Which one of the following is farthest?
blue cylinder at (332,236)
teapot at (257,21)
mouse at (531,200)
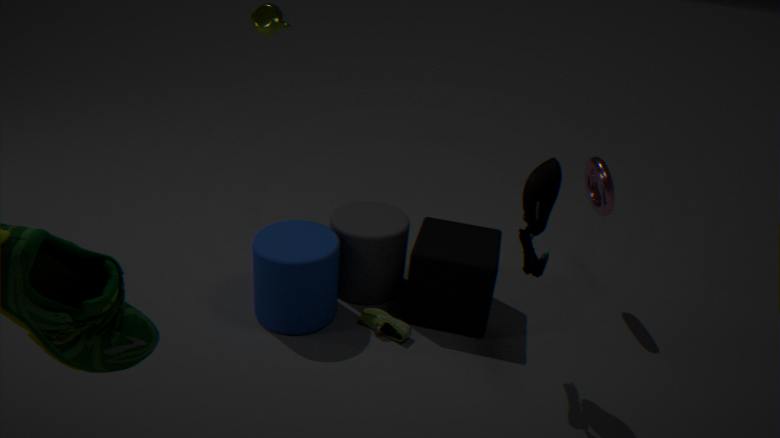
teapot at (257,21)
